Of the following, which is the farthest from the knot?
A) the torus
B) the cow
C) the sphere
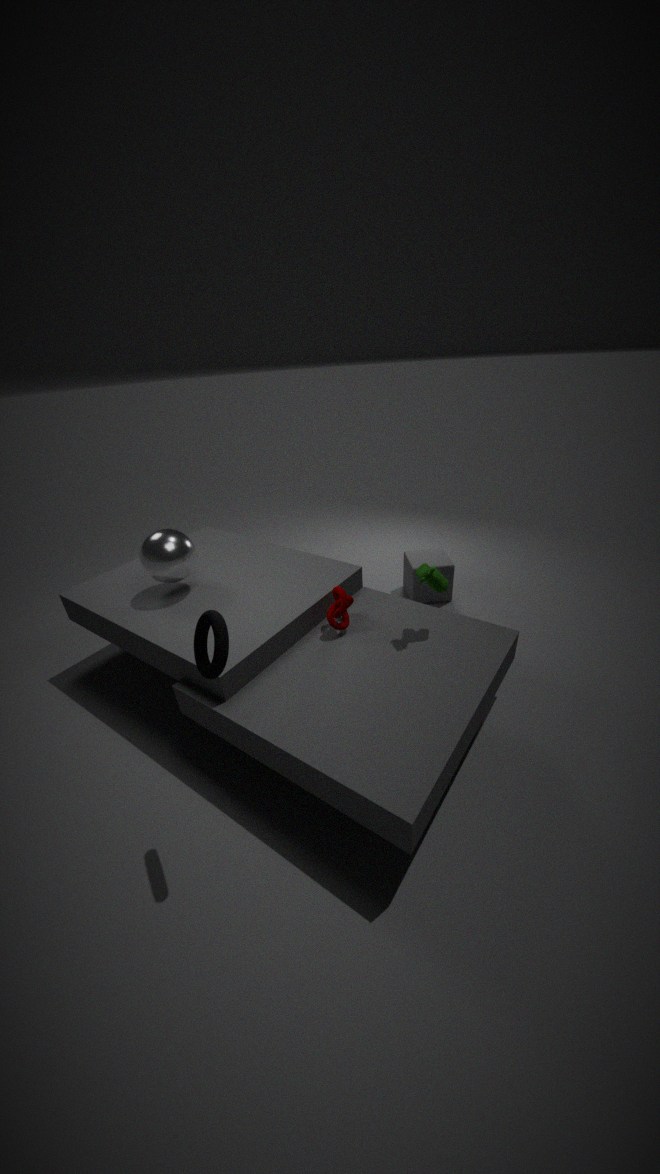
the torus
